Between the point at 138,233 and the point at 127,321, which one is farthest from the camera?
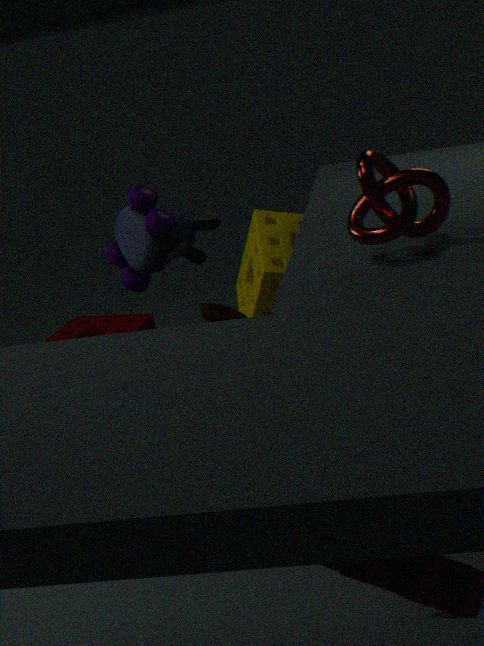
the point at 127,321
